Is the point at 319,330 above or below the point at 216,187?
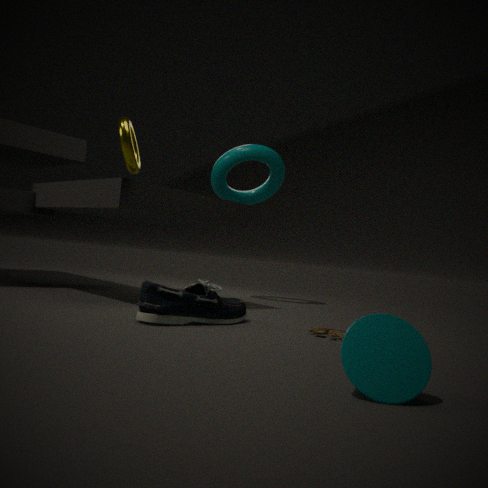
below
